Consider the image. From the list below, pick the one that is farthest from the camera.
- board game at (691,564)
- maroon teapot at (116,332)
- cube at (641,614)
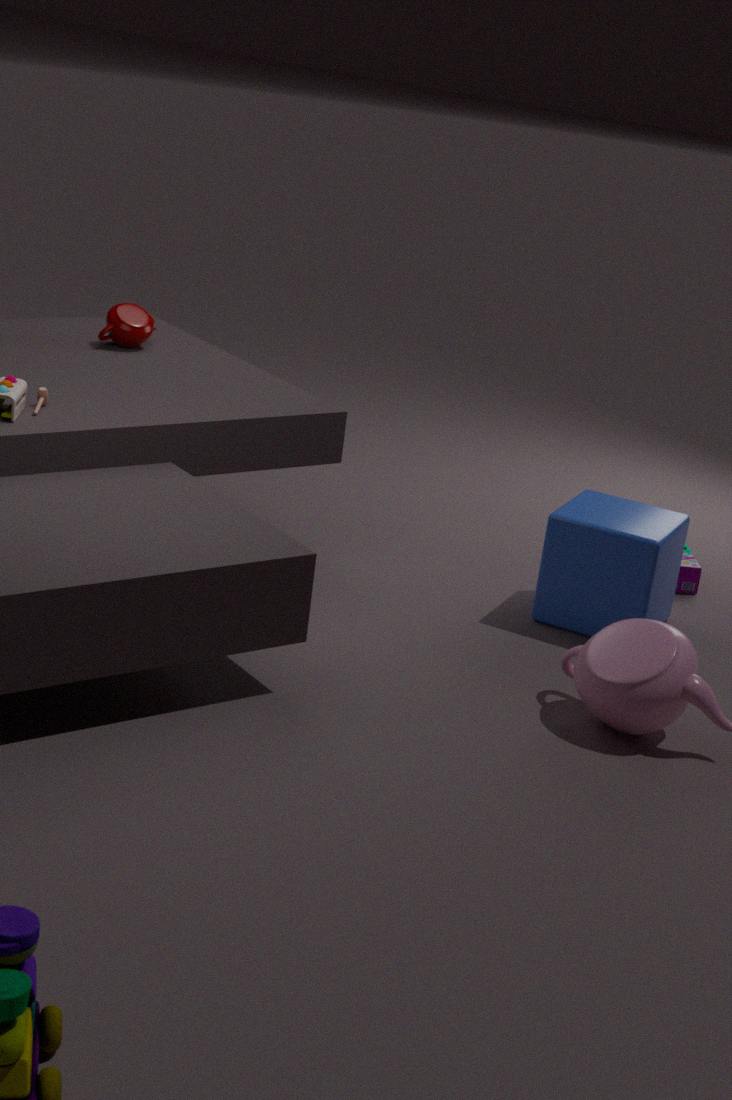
maroon teapot at (116,332)
